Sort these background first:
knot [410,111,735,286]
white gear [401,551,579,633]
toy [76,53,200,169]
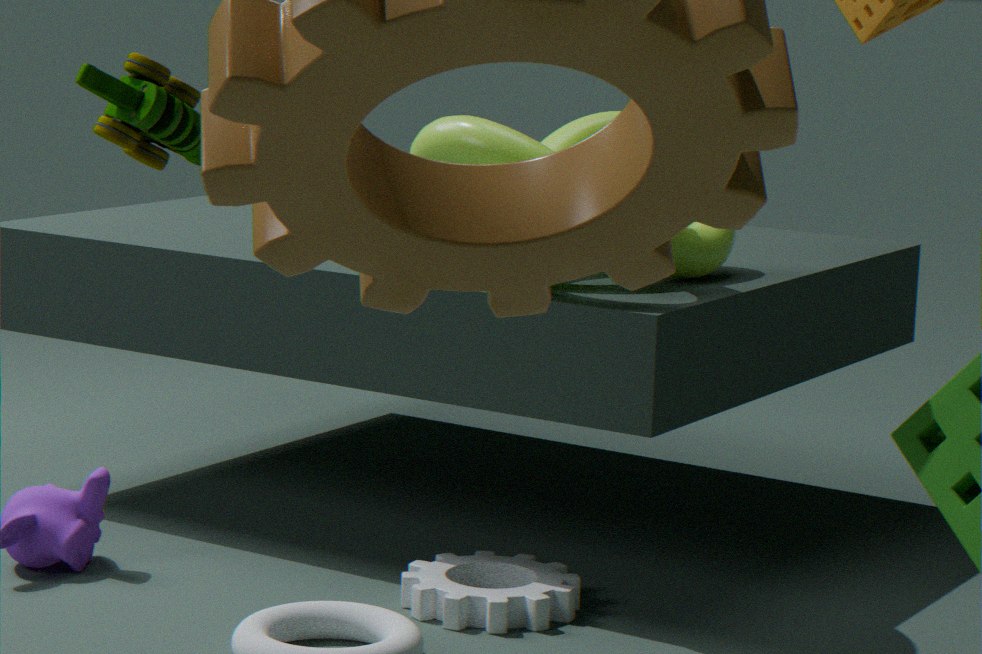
knot [410,111,735,286]
white gear [401,551,579,633]
toy [76,53,200,169]
